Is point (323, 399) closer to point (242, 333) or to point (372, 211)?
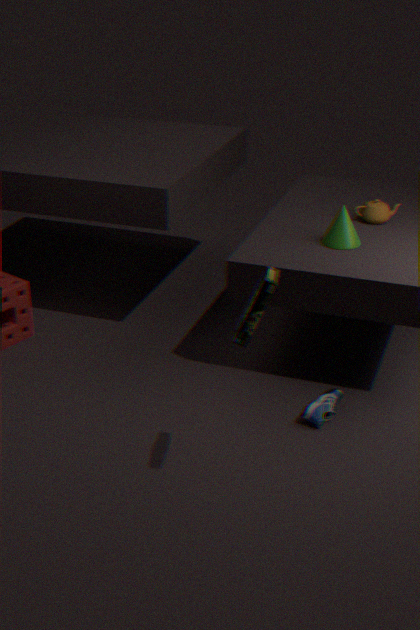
point (242, 333)
